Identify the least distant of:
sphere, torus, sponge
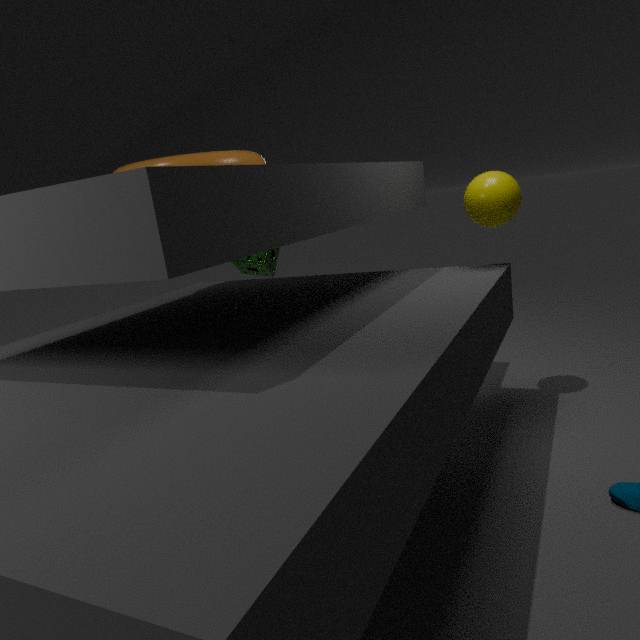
torus
